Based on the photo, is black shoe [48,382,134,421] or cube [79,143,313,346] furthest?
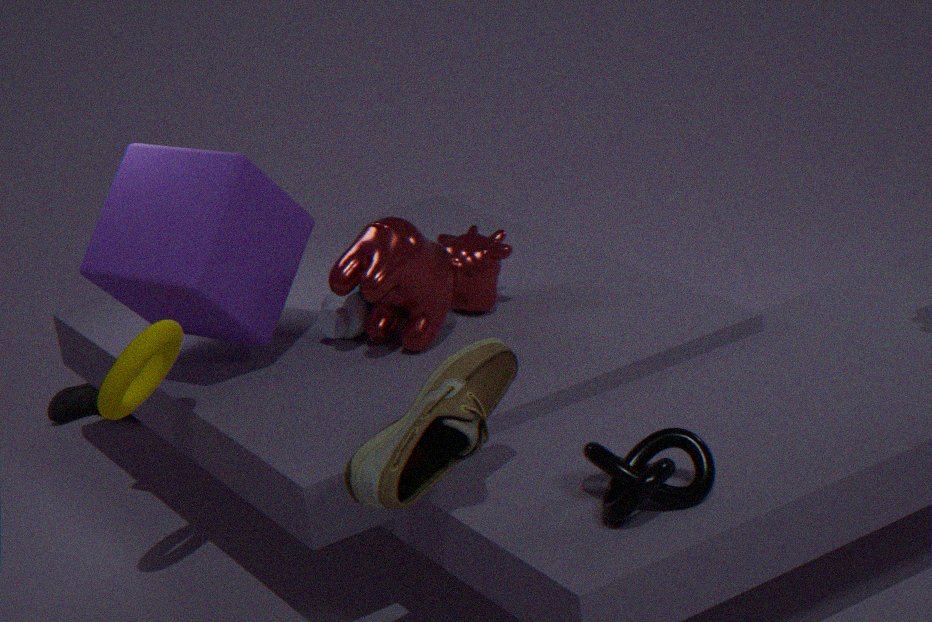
black shoe [48,382,134,421]
